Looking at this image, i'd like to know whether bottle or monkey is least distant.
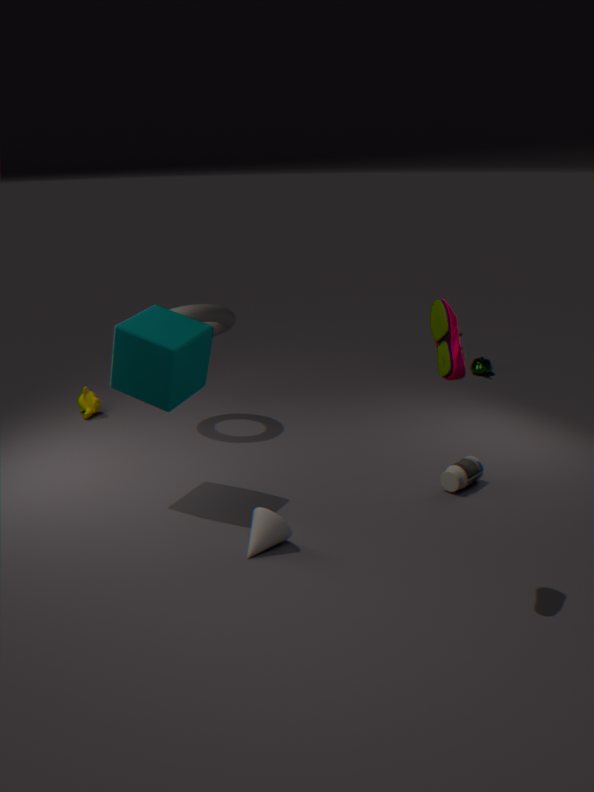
bottle
